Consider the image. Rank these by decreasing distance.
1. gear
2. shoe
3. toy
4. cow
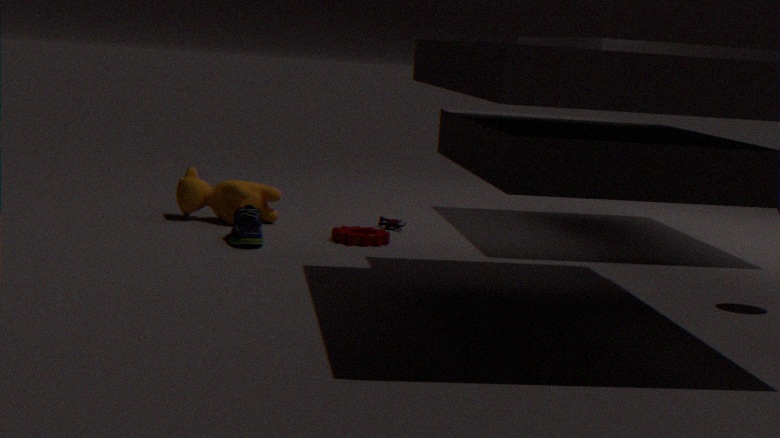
toy → cow → gear → shoe
